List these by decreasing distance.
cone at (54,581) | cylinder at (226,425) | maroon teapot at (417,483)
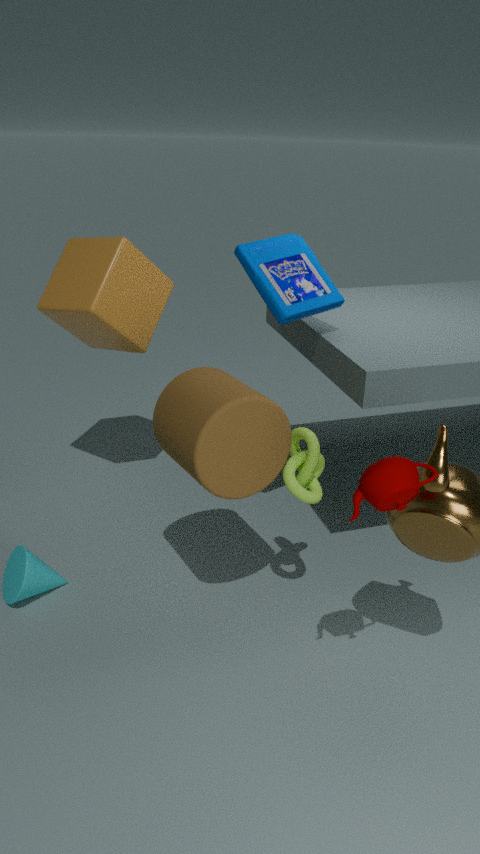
1. cone at (54,581)
2. cylinder at (226,425)
3. maroon teapot at (417,483)
